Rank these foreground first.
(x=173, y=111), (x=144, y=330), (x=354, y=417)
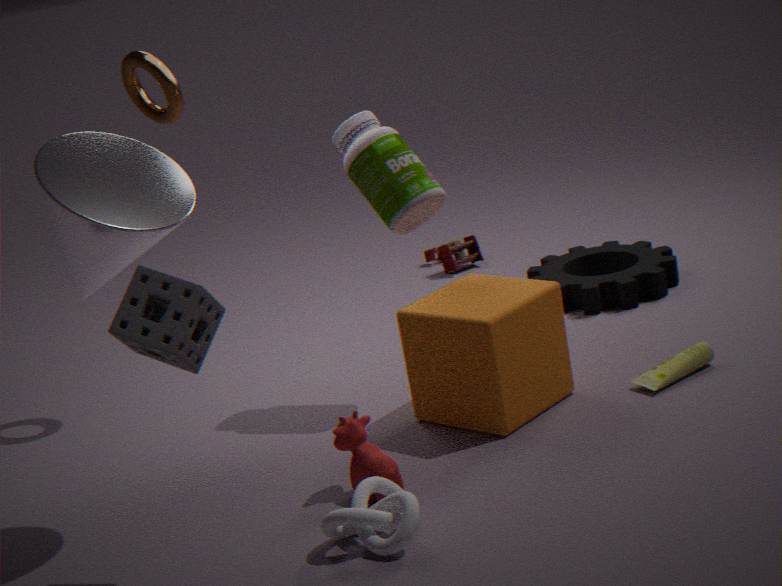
(x=144, y=330) → (x=354, y=417) → (x=173, y=111)
